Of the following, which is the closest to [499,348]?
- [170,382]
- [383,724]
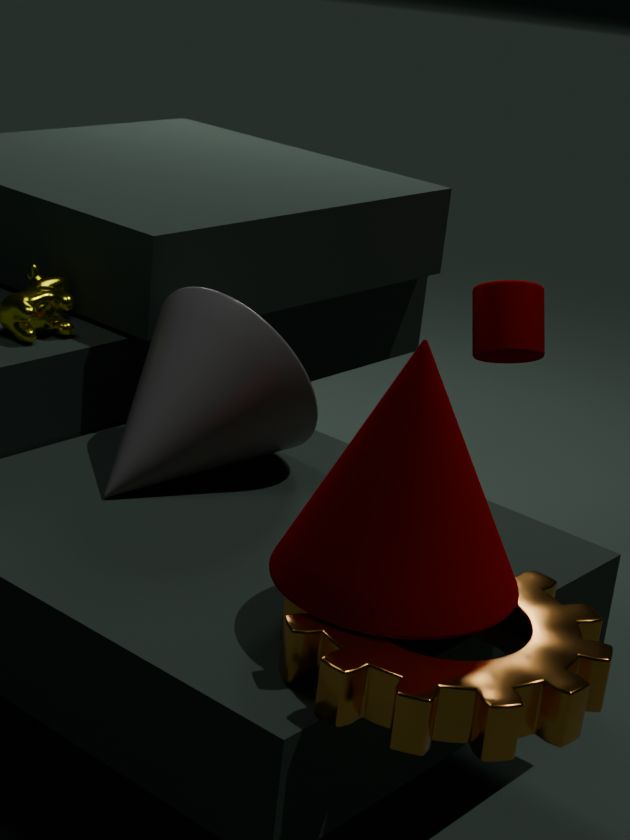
[170,382]
